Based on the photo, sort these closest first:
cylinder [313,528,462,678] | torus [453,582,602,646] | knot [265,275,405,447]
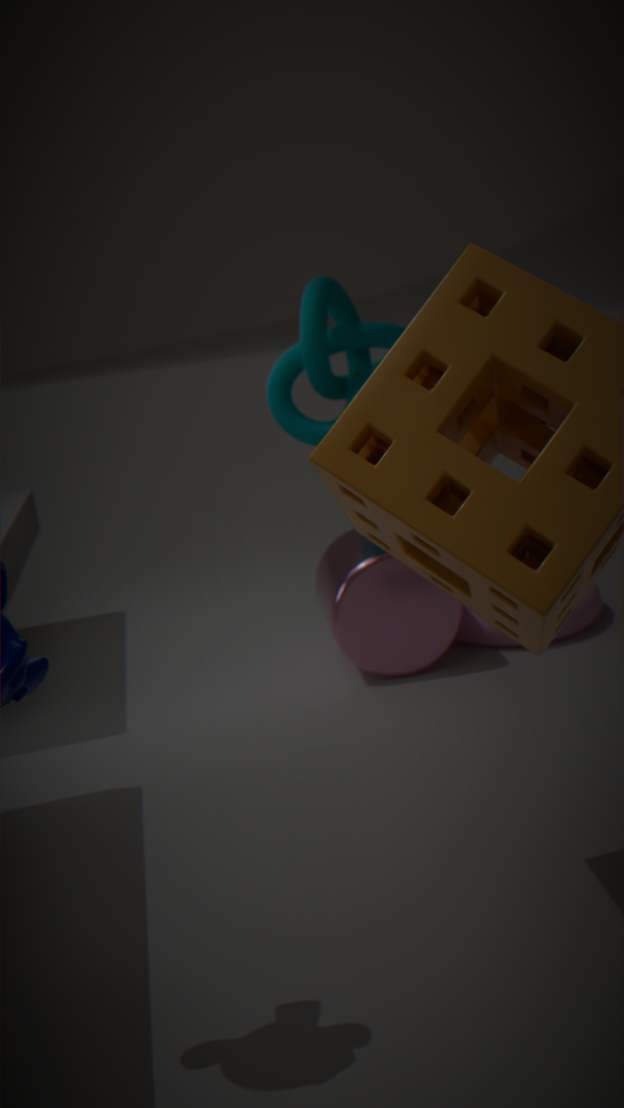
cylinder [313,528,462,678], torus [453,582,602,646], knot [265,275,405,447]
